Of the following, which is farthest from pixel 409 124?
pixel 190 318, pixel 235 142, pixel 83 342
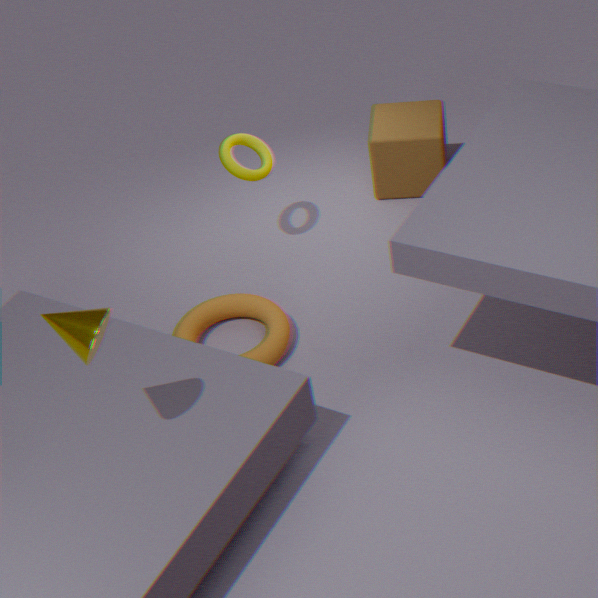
pixel 83 342
